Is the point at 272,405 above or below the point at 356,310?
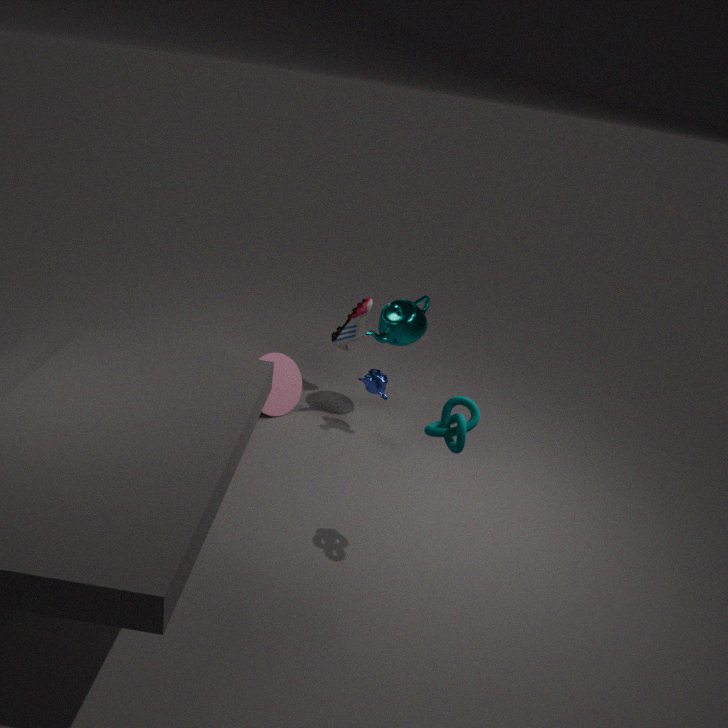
below
